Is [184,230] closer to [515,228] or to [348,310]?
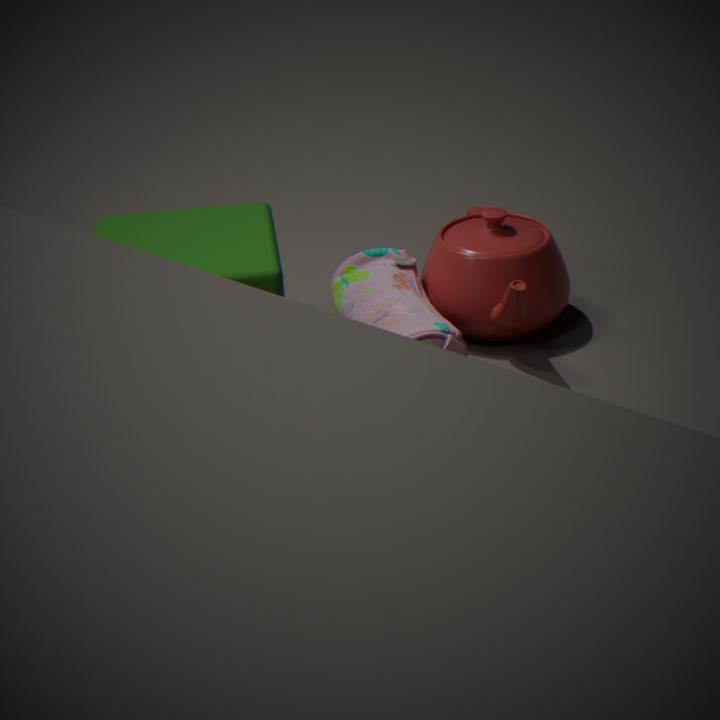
[348,310]
